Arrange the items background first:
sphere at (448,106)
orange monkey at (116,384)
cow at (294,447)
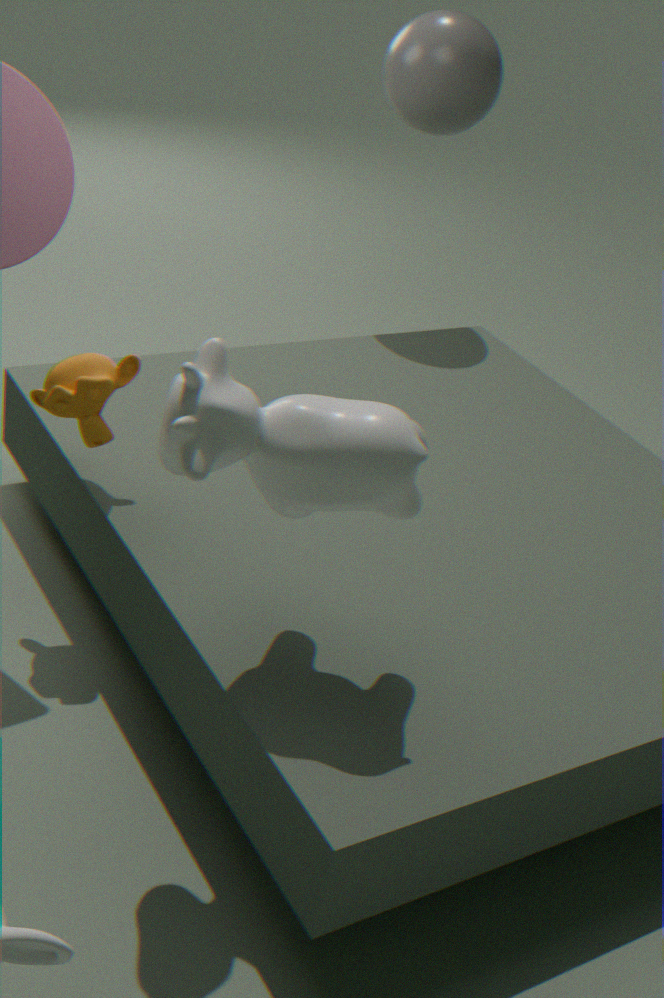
sphere at (448,106)
orange monkey at (116,384)
cow at (294,447)
